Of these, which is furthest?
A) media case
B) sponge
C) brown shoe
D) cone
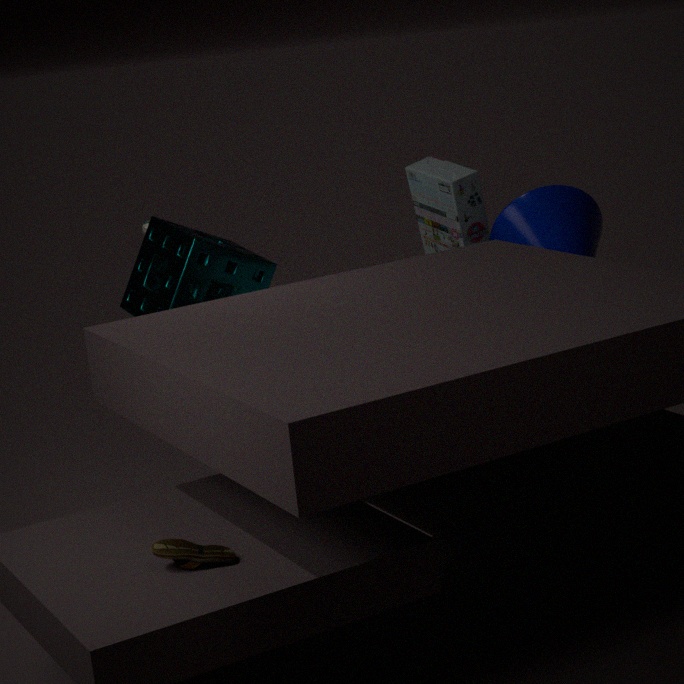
media case
